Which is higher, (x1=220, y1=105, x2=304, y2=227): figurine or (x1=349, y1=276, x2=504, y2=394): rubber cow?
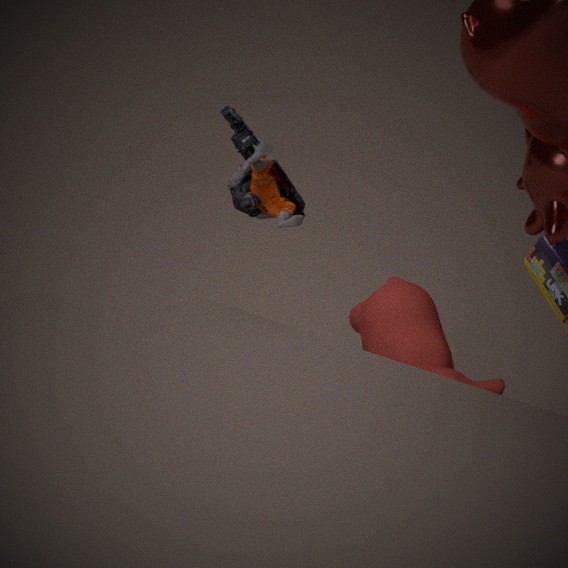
(x1=220, y1=105, x2=304, y2=227): figurine
